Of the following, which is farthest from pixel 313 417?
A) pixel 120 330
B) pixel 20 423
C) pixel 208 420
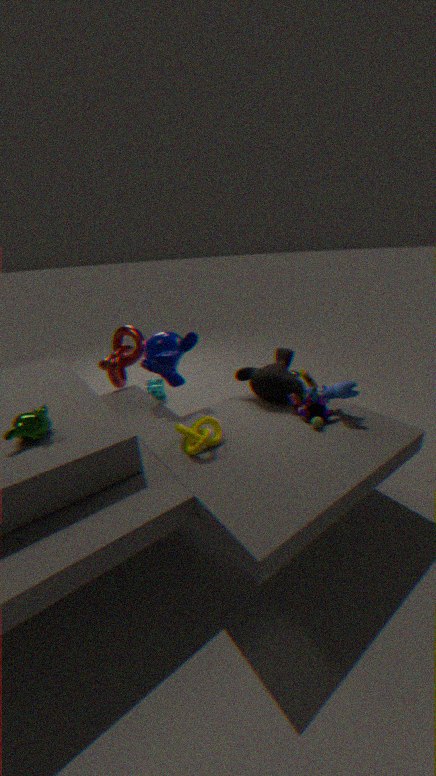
pixel 120 330
